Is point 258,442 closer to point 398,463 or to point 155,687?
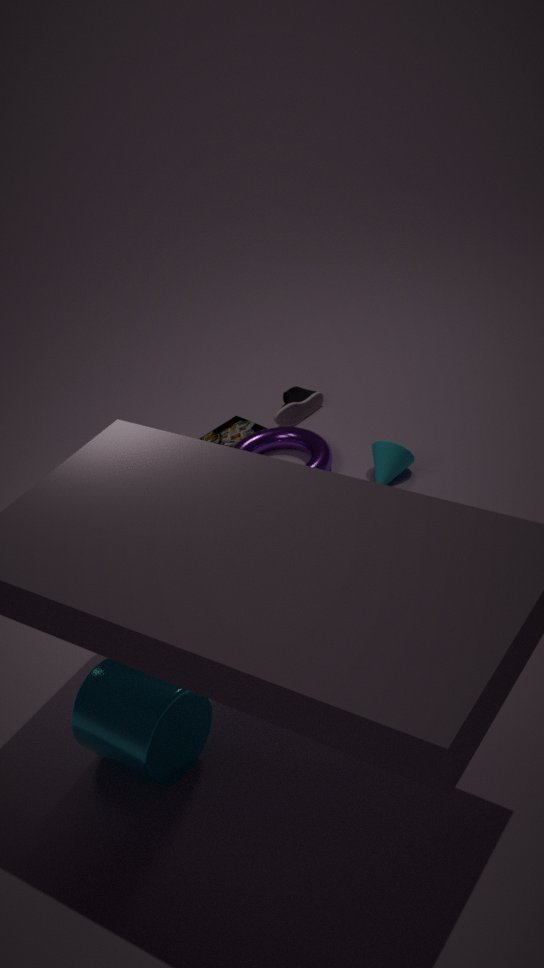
point 398,463
